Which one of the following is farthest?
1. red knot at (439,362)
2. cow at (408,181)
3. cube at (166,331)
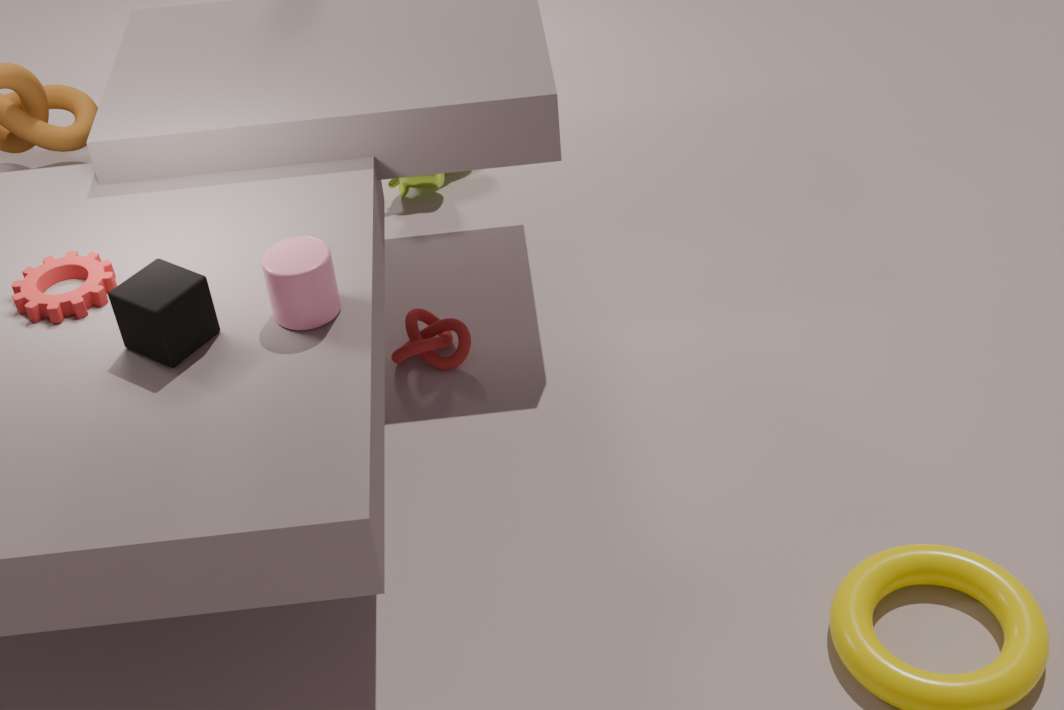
cow at (408,181)
